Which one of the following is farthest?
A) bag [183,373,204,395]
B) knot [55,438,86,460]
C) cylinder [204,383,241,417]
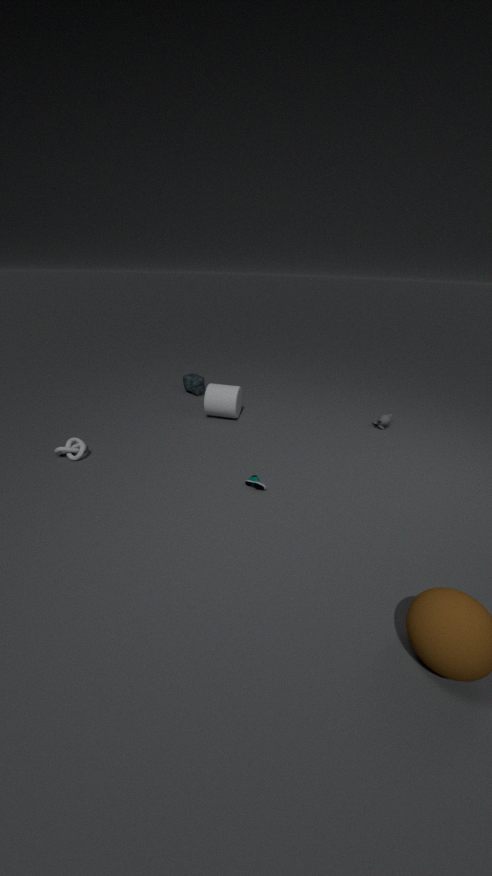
bag [183,373,204,395]
